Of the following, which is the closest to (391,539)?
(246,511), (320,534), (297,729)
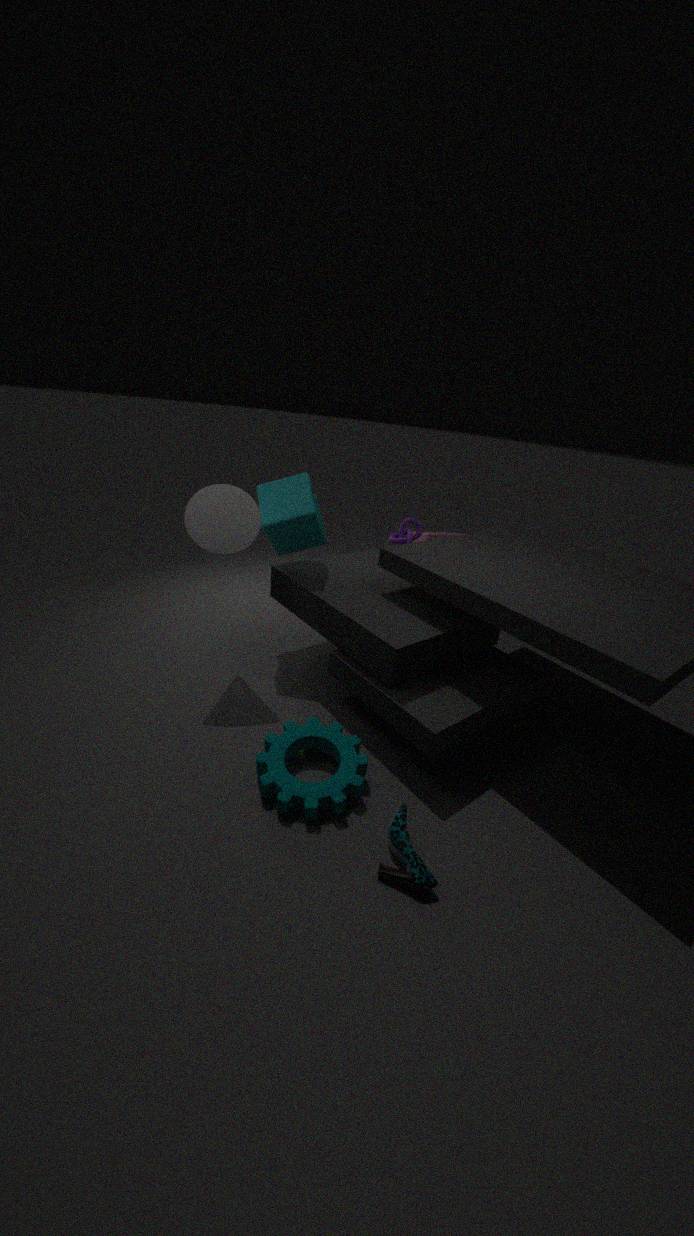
(320,534)
